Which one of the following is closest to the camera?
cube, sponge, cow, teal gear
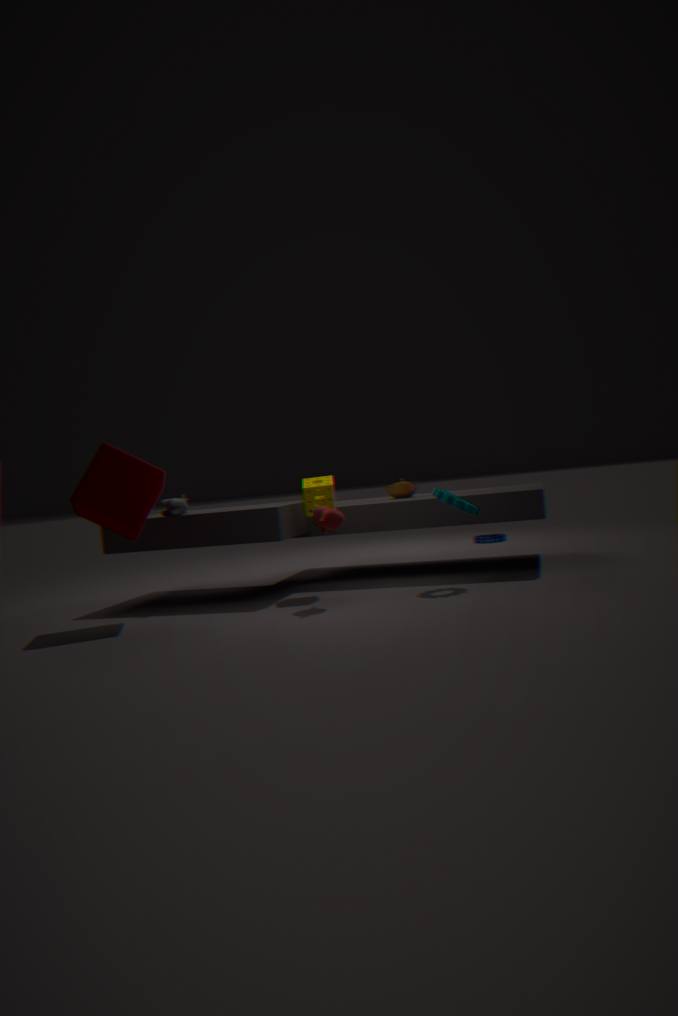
cube
